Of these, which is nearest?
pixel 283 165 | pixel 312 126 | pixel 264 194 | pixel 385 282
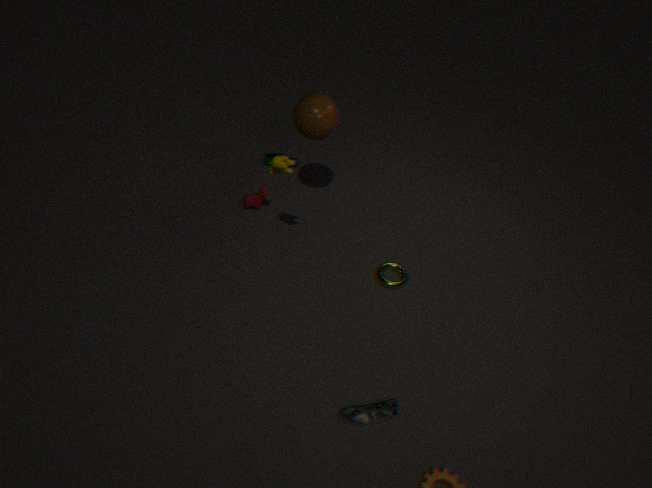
pixel 283 165
